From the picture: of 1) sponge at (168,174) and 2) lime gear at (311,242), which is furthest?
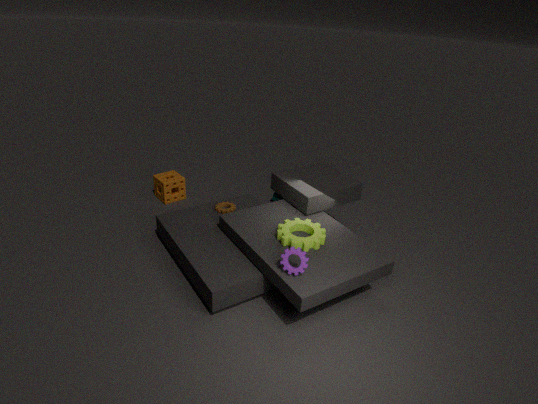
1. sponge at (168,174)
